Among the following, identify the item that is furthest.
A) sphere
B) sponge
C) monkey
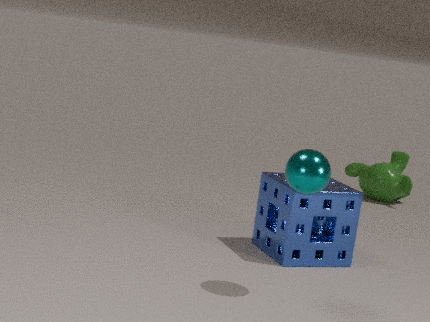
monkey
